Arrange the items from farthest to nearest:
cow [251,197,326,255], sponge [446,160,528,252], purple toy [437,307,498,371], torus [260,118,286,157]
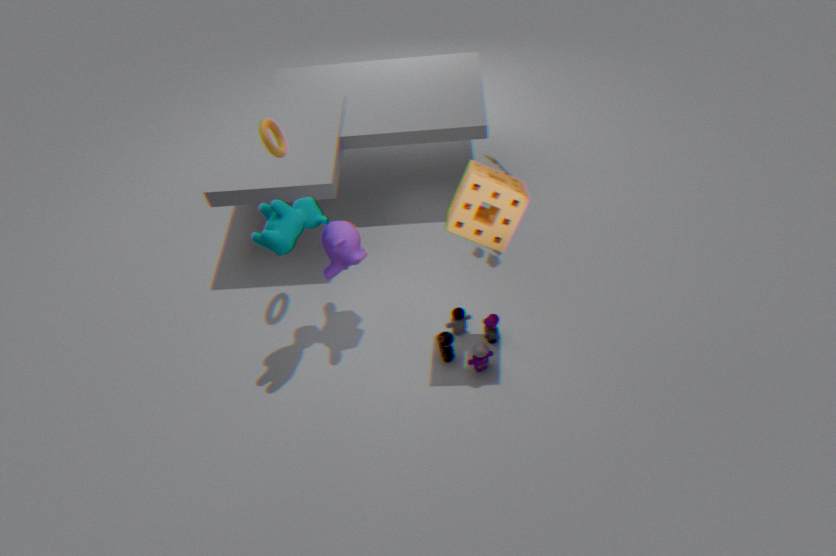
torus [260,118,286,157] < purple toy [437,307,498,371] < cow [251,197,326,255] < sponge [446,160,528,252]
